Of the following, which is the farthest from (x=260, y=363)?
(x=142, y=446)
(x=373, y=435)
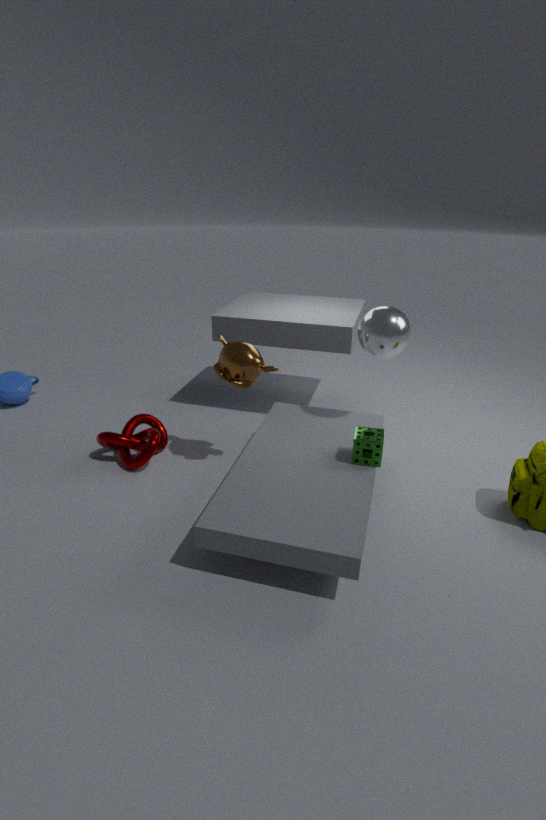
(x=142, y=446)
